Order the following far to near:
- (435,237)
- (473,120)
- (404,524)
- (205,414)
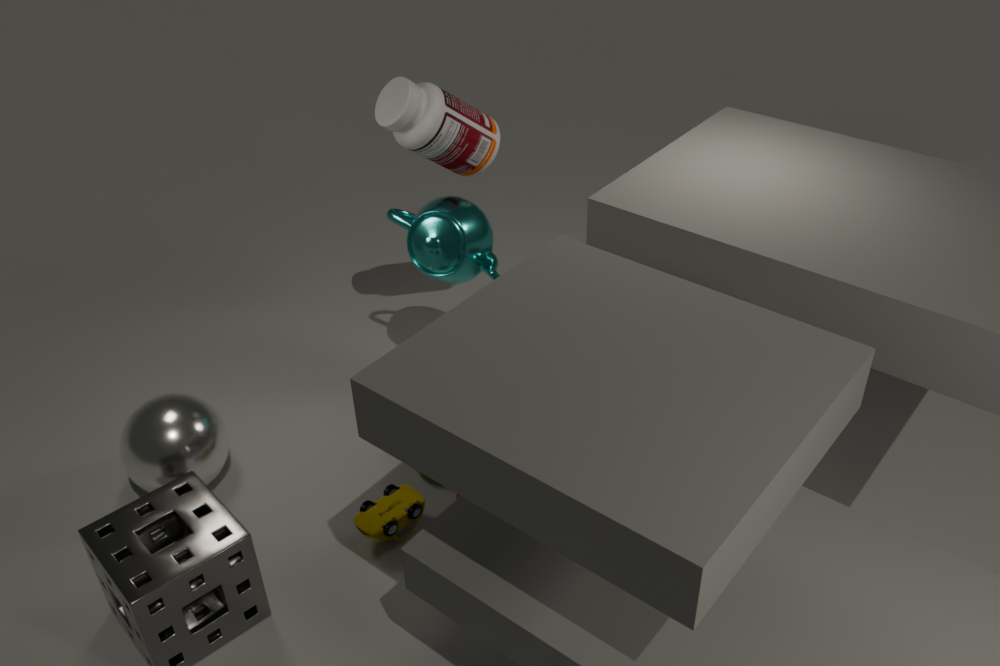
(473,120)
(435,237)
(205,414)
(404,524)
